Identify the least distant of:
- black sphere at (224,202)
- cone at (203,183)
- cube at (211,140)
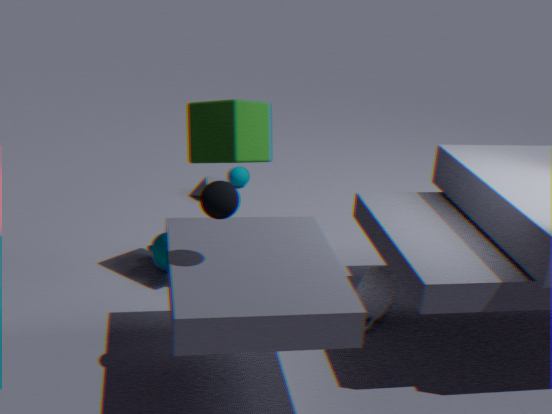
black sphere at (224,202)
